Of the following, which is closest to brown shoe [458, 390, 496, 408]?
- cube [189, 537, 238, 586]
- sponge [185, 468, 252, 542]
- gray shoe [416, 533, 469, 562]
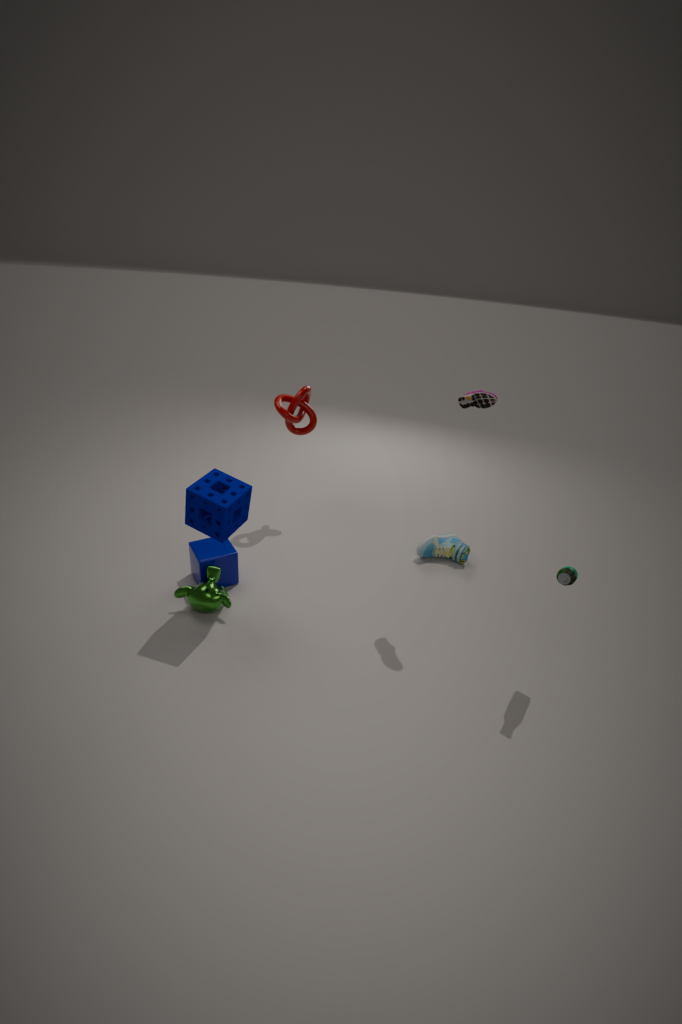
gray shoe [416, 533, 469, 562]
